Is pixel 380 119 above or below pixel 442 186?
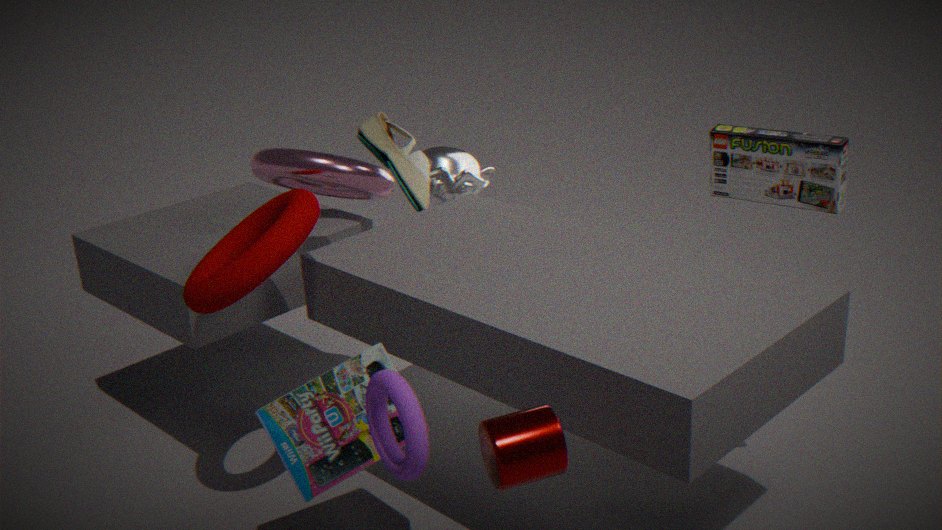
above
